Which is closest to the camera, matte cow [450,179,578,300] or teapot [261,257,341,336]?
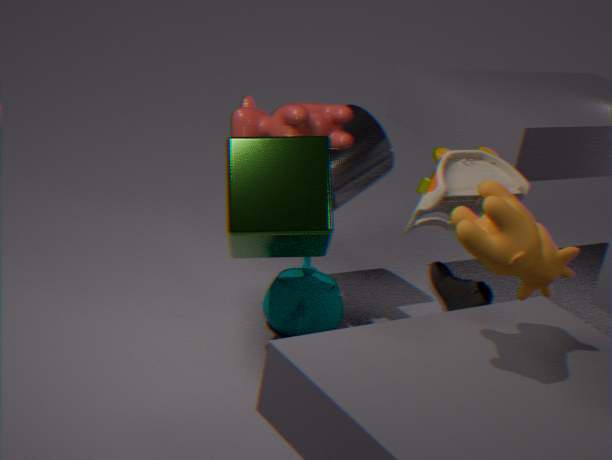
matte cow [450,179,578,300]
